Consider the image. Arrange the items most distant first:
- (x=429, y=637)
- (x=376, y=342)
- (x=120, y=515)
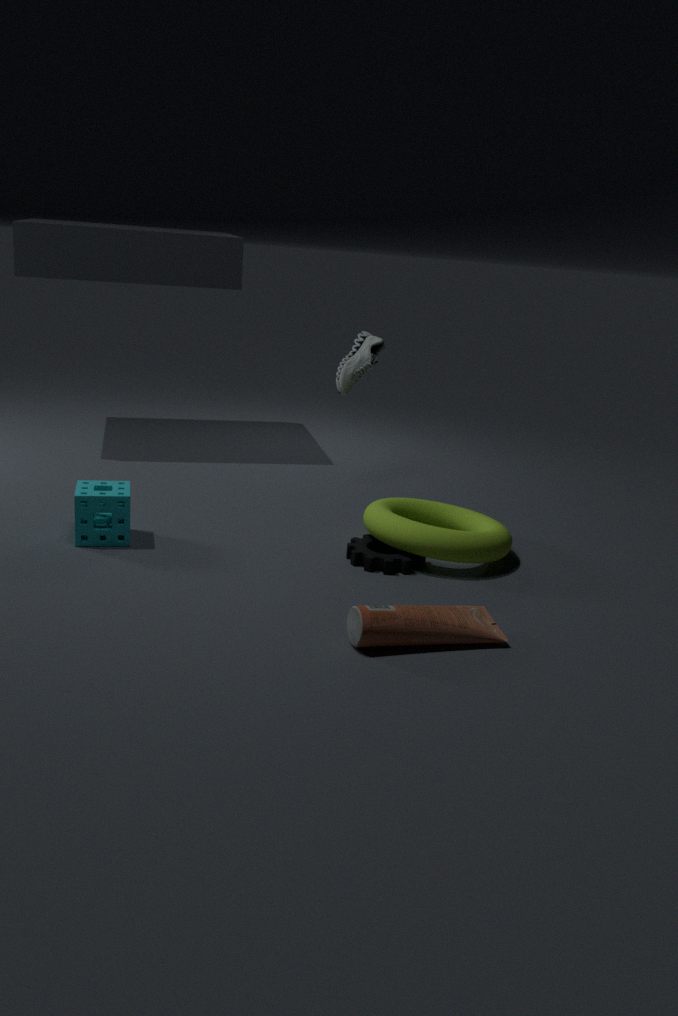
(x=376, y=342)
(x=120, y=515)
(x=429, y=637)
